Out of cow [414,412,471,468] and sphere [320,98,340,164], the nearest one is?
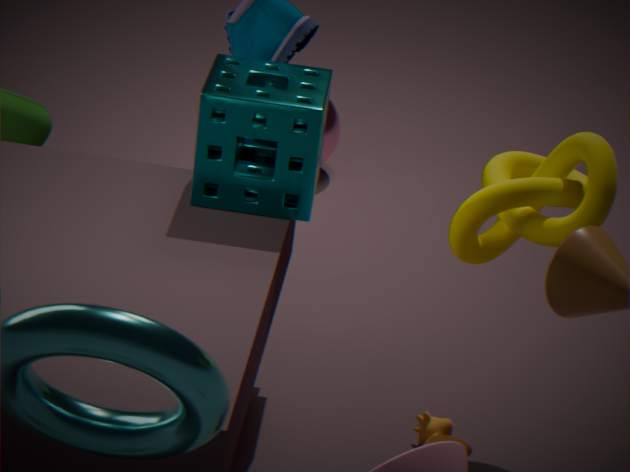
cow [414,412,471,468]
